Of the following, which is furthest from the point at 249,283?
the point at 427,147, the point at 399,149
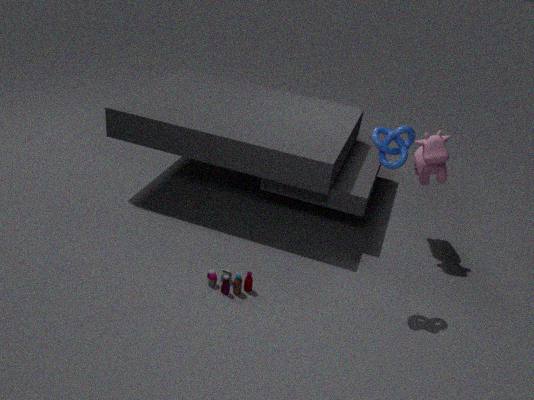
the point at 427,147
